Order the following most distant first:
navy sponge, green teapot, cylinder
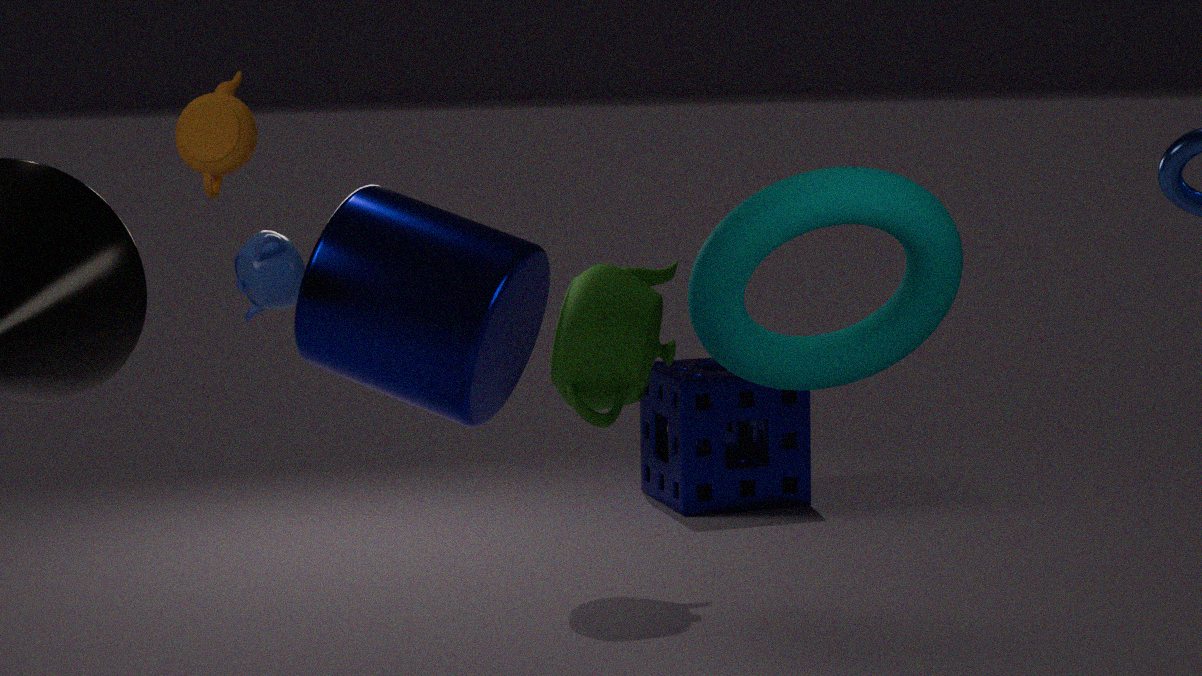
navy sponge < green teapot < cylinder
